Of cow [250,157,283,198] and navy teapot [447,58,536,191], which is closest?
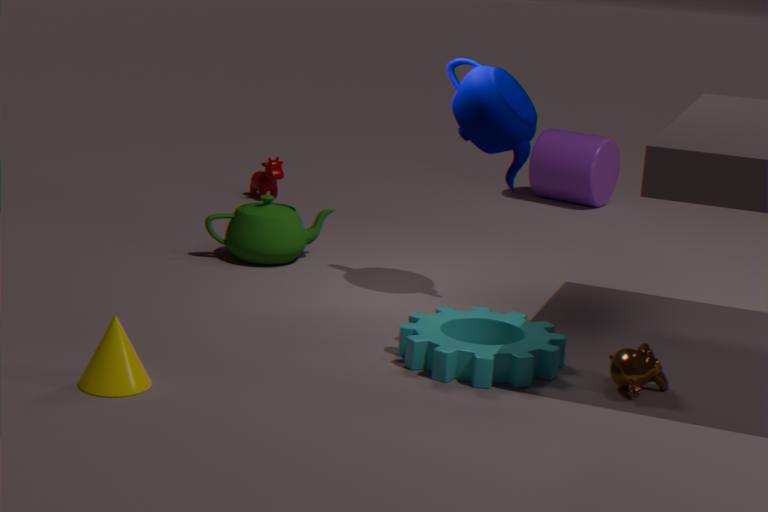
navy teapot [447,58,536,191]
